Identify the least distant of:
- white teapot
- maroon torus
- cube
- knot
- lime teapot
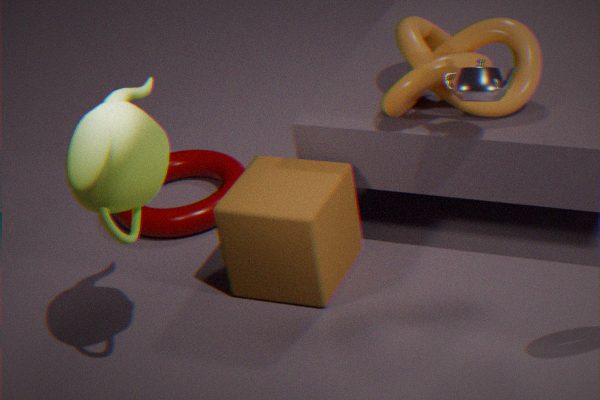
lime teapot
